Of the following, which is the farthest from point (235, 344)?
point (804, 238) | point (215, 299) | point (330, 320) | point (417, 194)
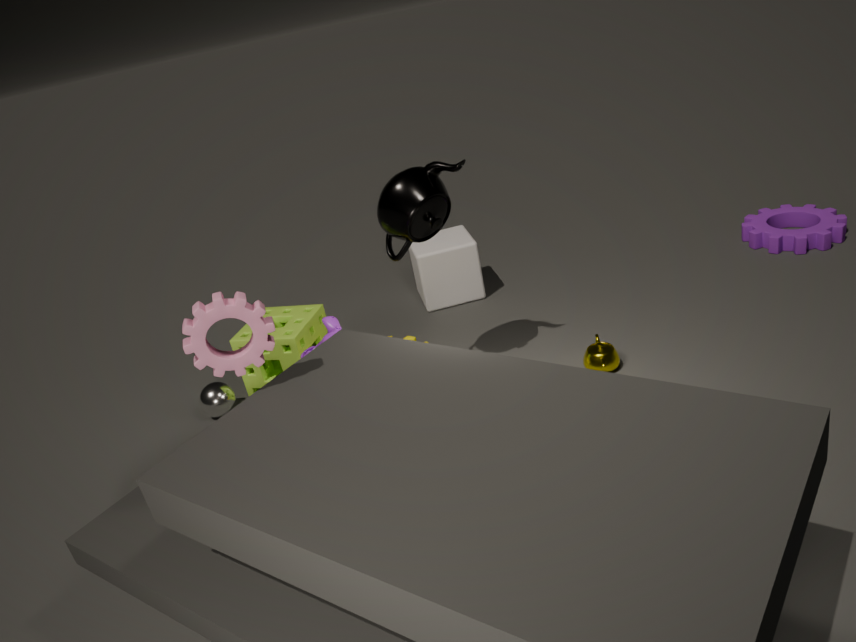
point (804, 238)
